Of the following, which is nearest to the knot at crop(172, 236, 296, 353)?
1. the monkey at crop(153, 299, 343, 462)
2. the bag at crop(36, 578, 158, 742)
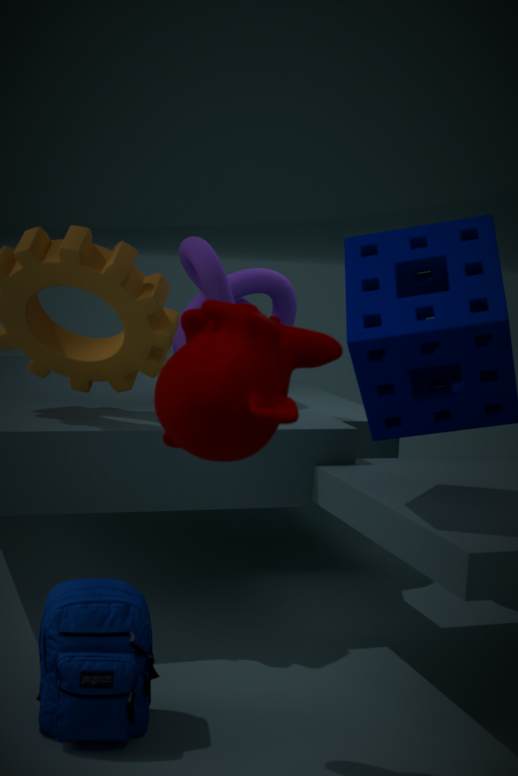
the bag at crop(36, 578, 158, 742)
